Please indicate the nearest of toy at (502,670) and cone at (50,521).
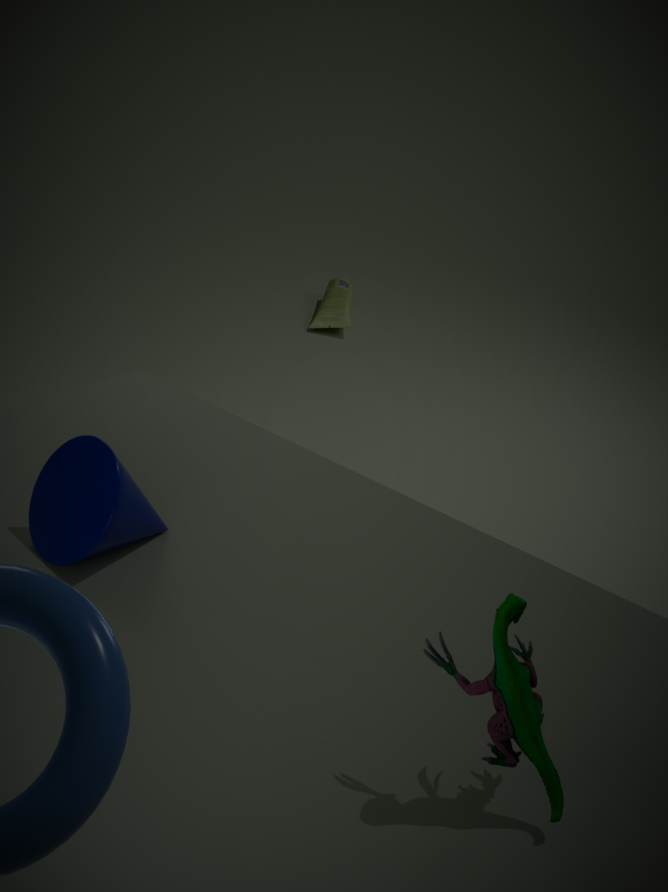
toy at (502,670)
